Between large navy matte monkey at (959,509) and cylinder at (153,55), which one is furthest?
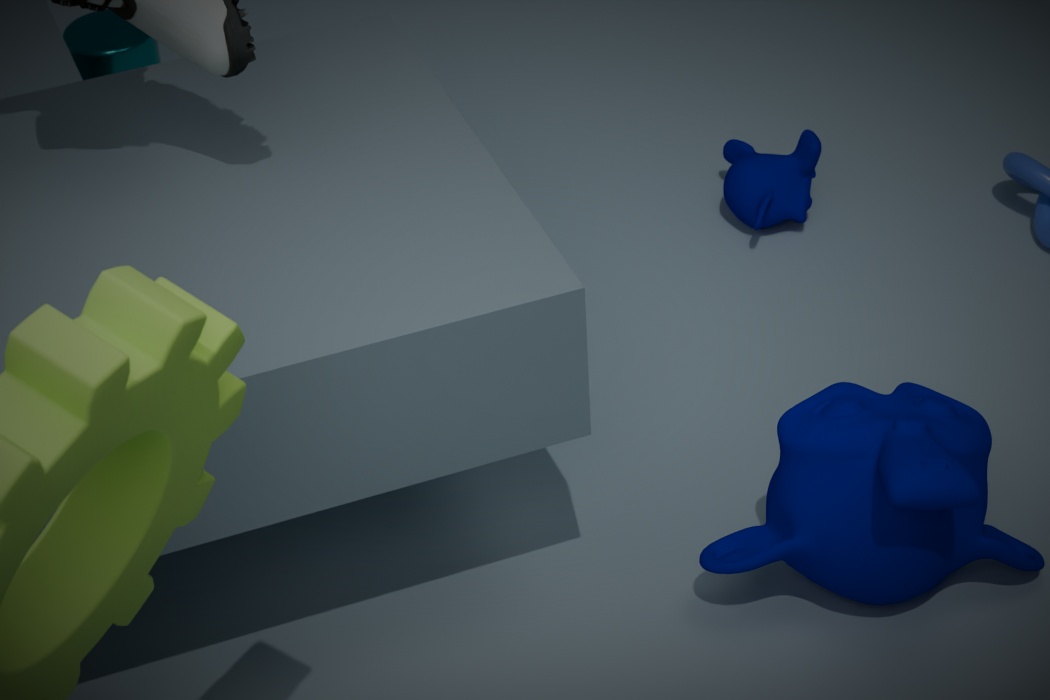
cylinder at (153,55)
